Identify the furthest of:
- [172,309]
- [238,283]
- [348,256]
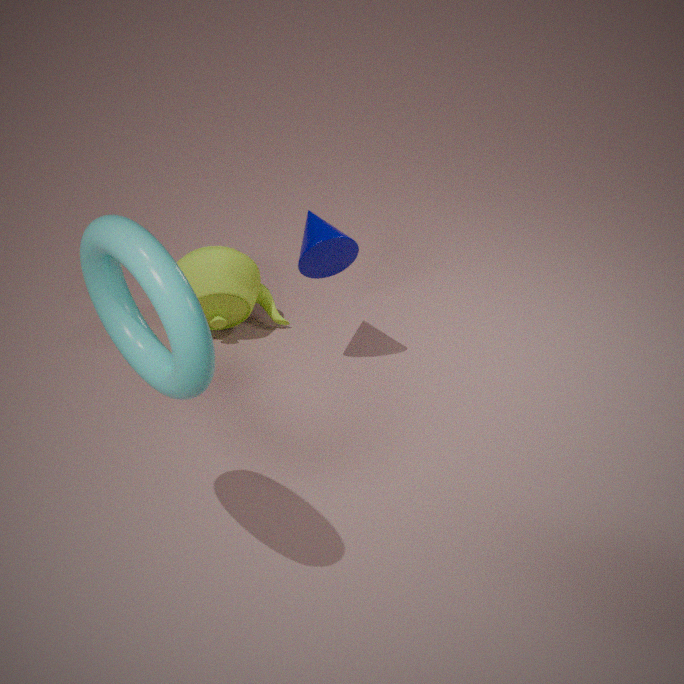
[238,283]
